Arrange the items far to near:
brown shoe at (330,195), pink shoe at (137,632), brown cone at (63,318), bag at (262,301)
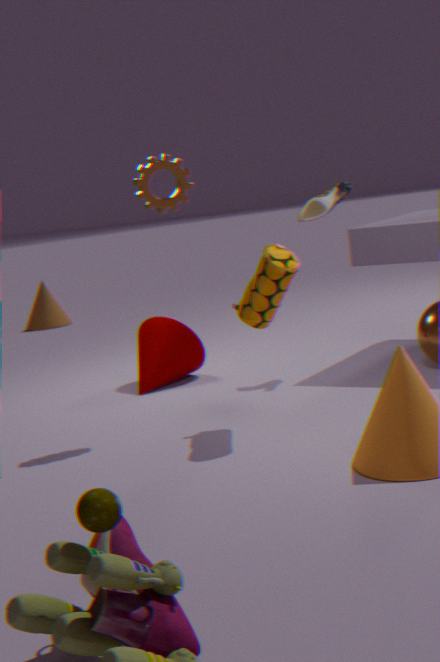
brown cone at (63,318) < brown shoe at (330,195) < bag at (262,301) < pink shoe at (137,632)
